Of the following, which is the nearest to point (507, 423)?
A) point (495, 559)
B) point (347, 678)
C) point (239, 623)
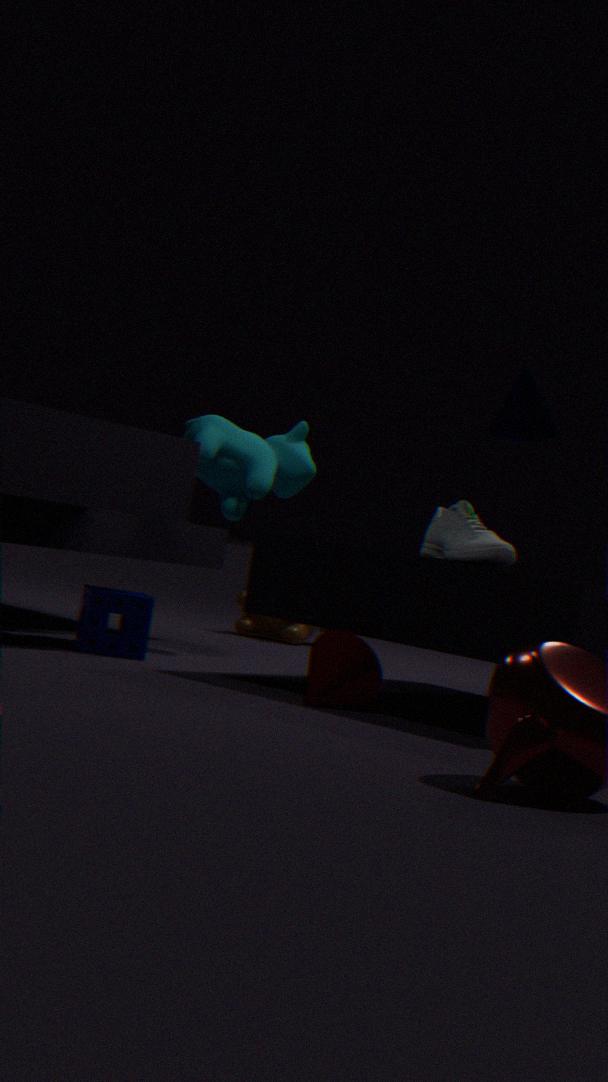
point (495, 559)
